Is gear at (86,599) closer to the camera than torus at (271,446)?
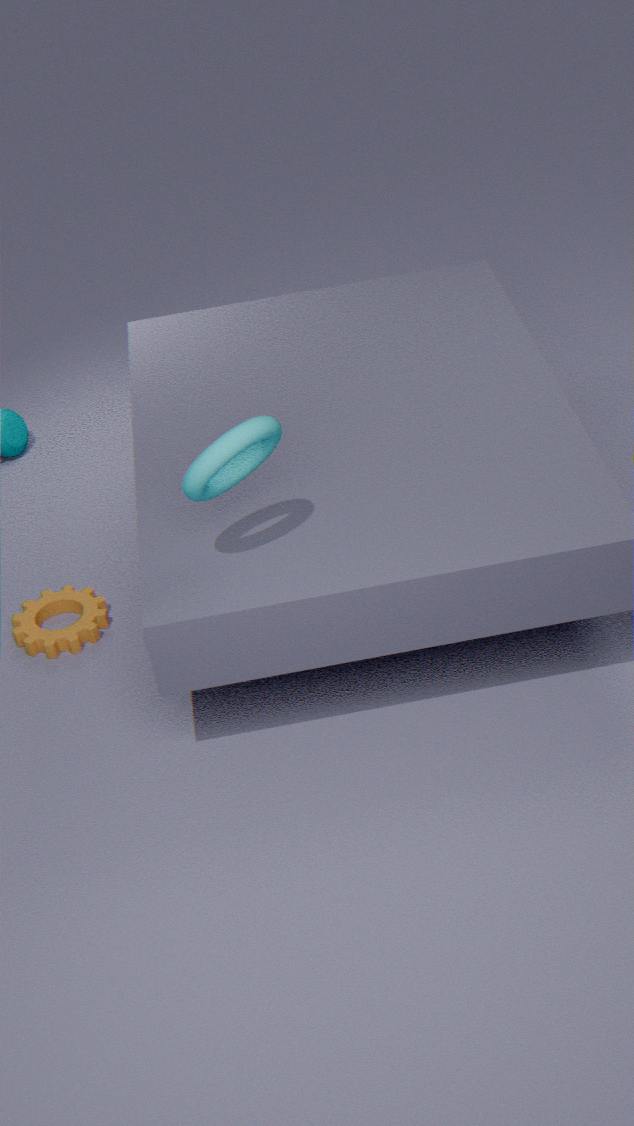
No
